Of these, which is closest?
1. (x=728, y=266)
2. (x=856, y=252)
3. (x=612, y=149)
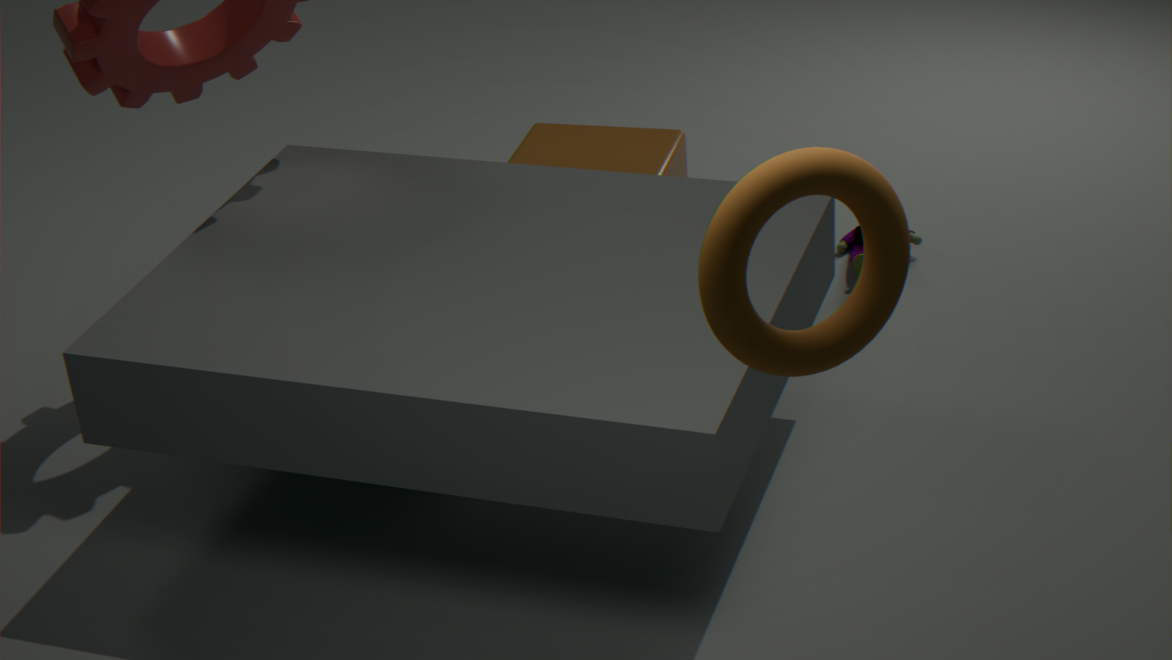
(x=728, y=266)
